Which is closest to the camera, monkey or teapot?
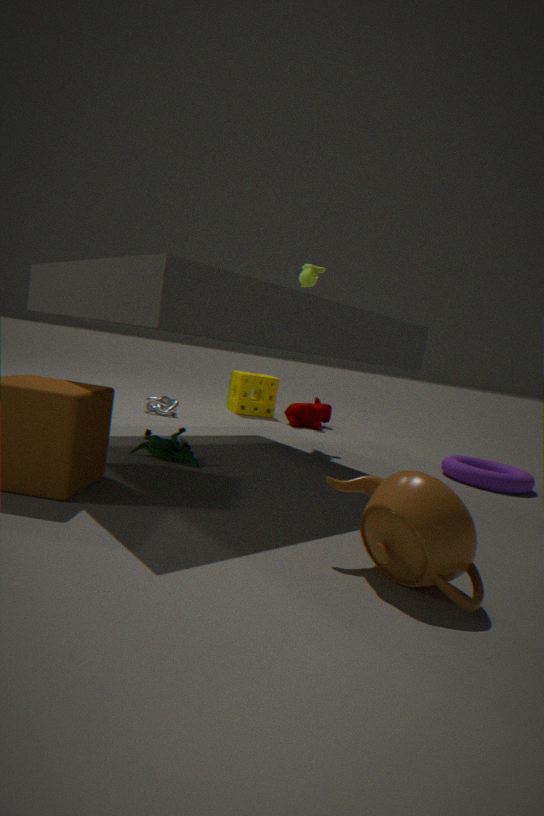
teapot
